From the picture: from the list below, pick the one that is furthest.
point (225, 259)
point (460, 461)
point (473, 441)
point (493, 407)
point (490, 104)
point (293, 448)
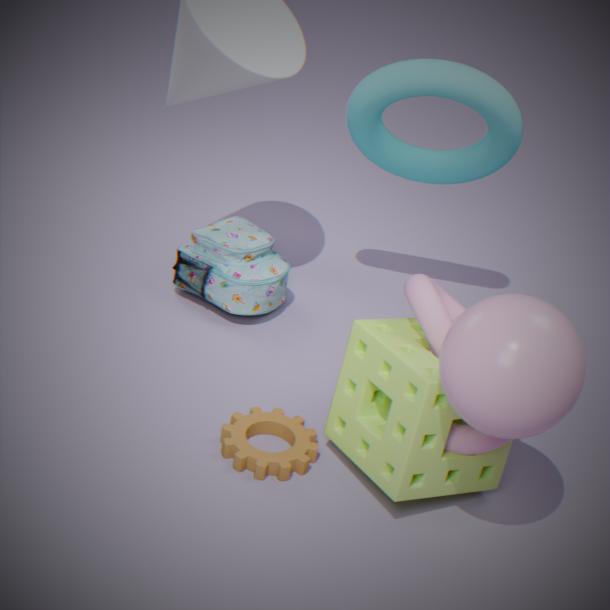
point (225, 259)
